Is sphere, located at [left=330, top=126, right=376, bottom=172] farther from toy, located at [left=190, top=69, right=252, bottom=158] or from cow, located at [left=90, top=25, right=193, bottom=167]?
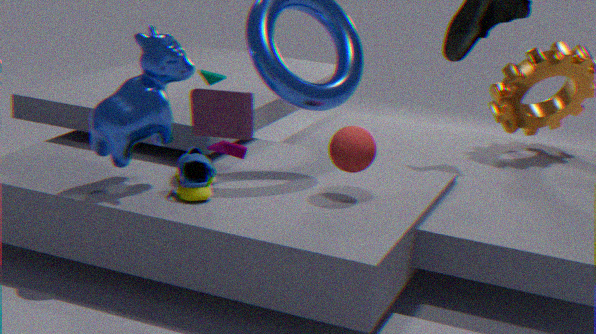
cow, located at [left=90, top=25, right=193, bottom=167]
